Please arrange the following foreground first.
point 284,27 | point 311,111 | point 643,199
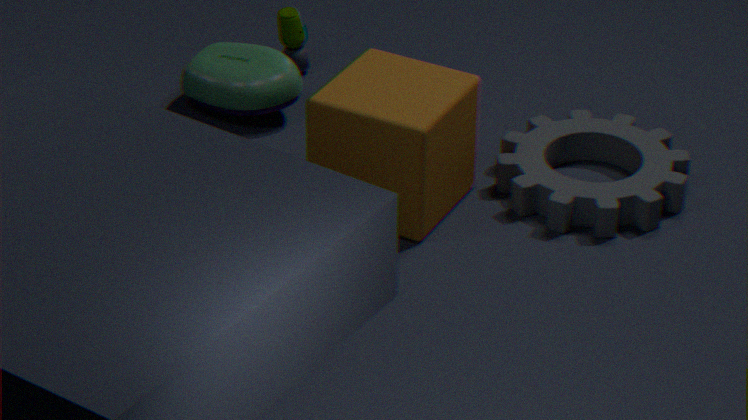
point 311,111
point 643,199
point 284,27
